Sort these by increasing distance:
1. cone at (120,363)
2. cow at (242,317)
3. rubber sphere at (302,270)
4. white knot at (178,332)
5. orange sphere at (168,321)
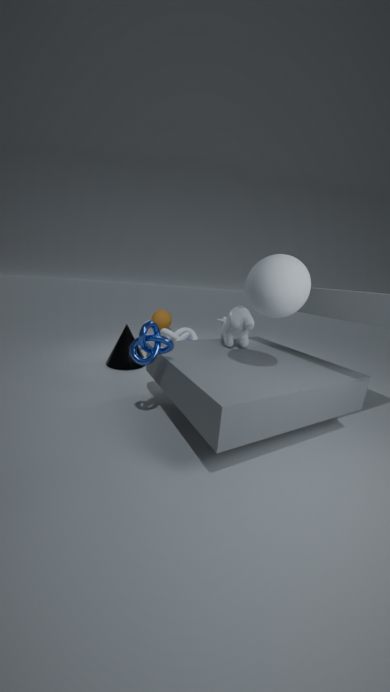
rubber sphere at (302,270), cow at (242,317), cone at (120,363), white knot at (178,332), orange sphere at (168,321)
